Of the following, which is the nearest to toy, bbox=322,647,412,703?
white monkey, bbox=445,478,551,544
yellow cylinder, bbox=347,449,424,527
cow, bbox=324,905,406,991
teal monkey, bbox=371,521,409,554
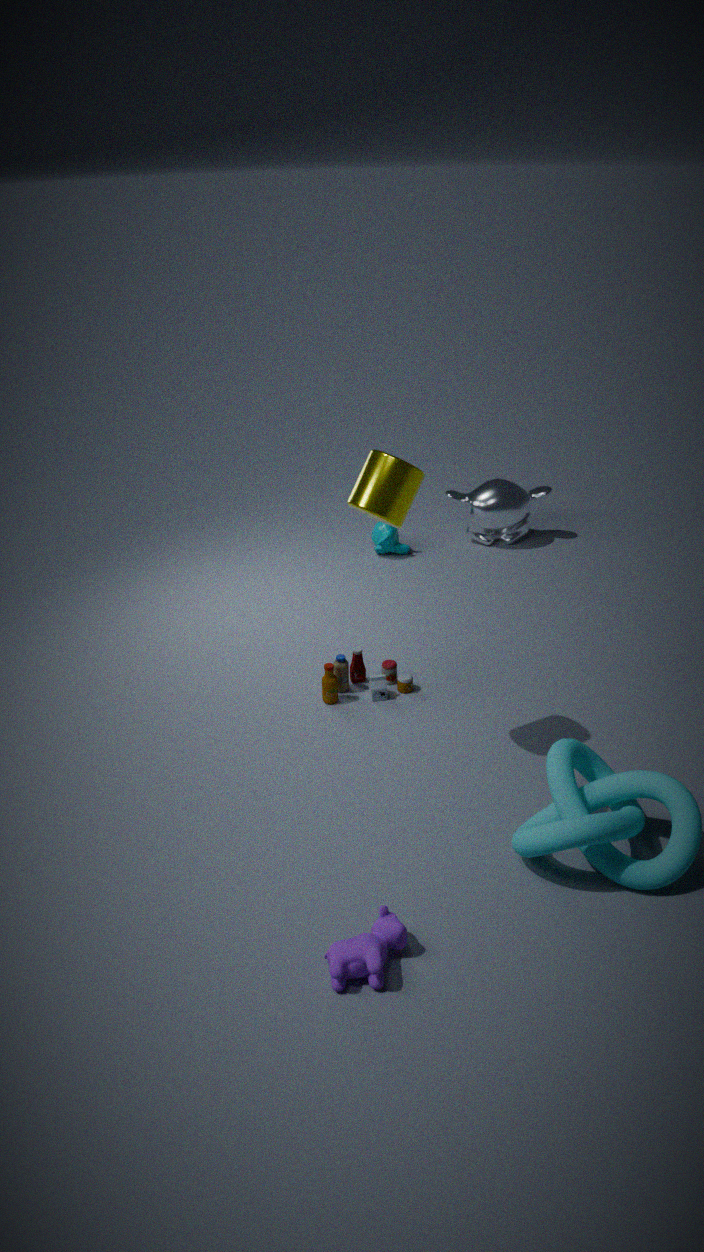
yellow cylinder, bbox=347,449,424,527
